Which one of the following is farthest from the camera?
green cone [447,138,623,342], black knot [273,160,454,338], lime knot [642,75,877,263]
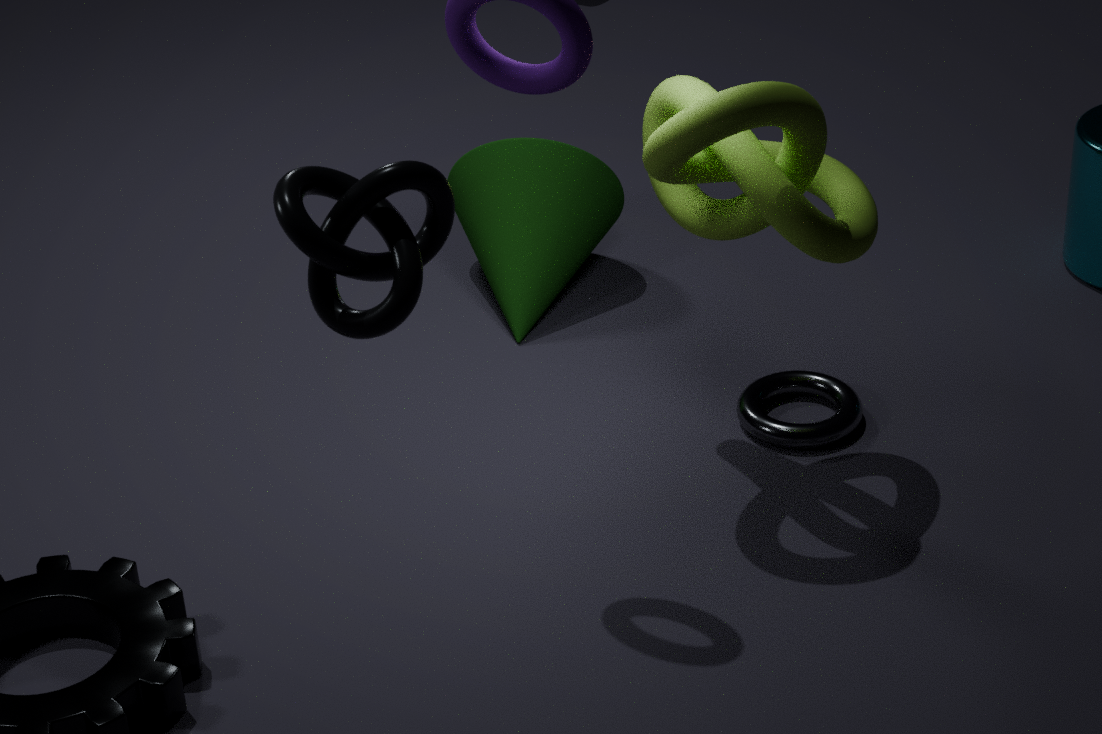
green cone [447,138,623,342]
